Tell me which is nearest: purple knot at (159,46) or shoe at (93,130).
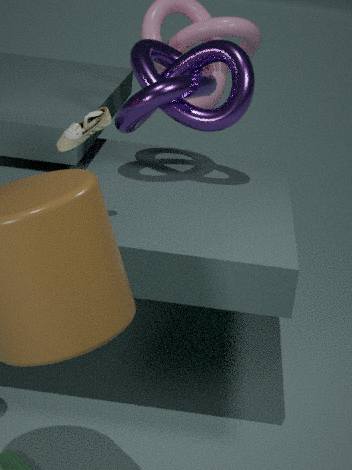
shoe at (93,130)
